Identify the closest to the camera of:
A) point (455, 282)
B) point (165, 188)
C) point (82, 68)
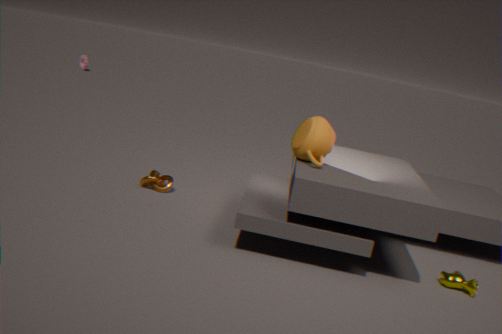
point (455, 282)
